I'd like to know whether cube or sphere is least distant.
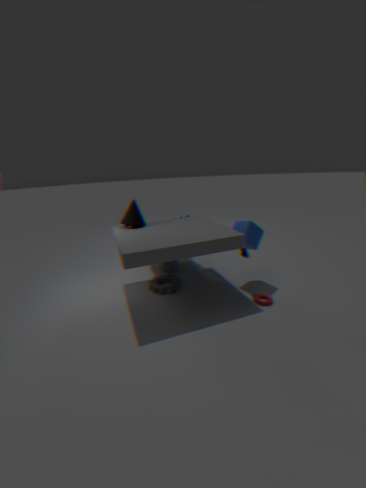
cube
